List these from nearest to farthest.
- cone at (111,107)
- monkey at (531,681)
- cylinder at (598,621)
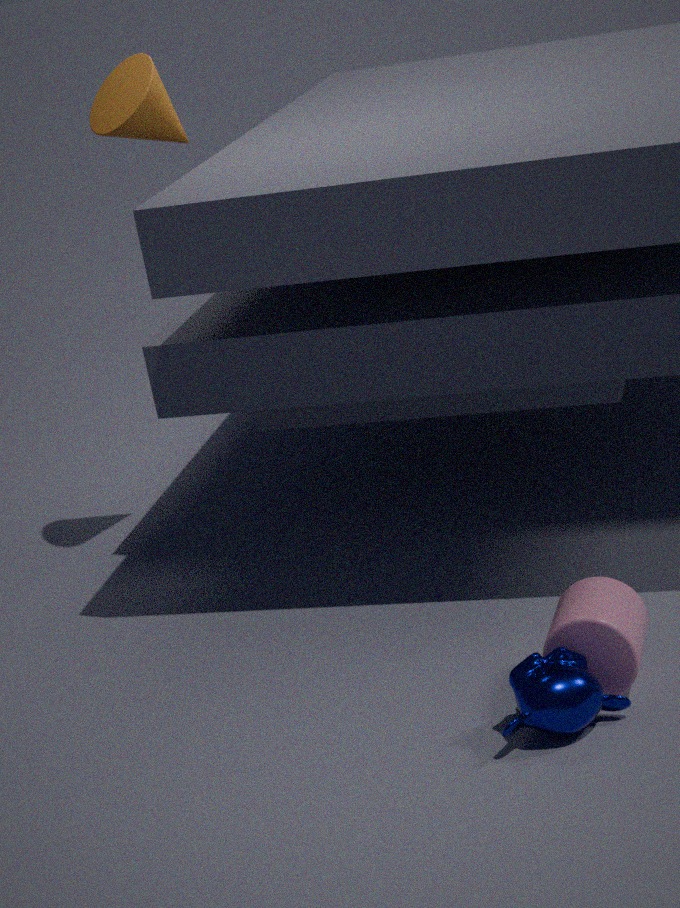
monkey at (531,681)
cylinder at (598,621)
cone at (111,107)
